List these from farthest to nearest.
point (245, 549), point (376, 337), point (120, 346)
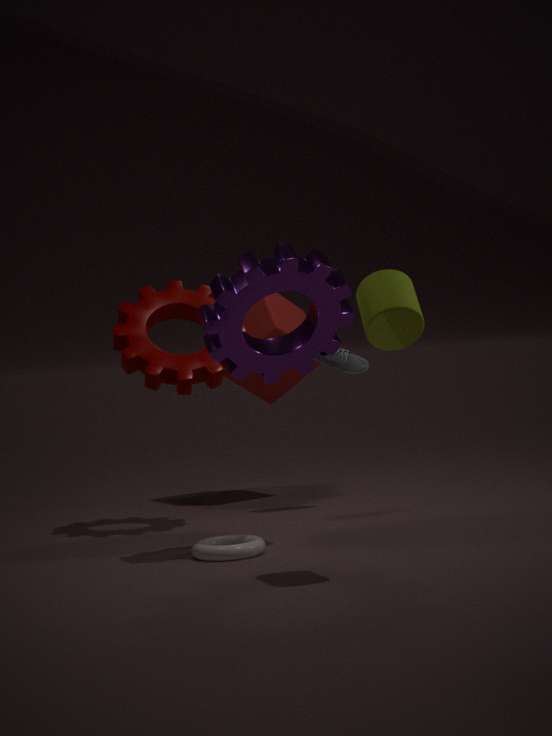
1. point (120, 346)
2. point (245, 549)
3. point (376, 337)
